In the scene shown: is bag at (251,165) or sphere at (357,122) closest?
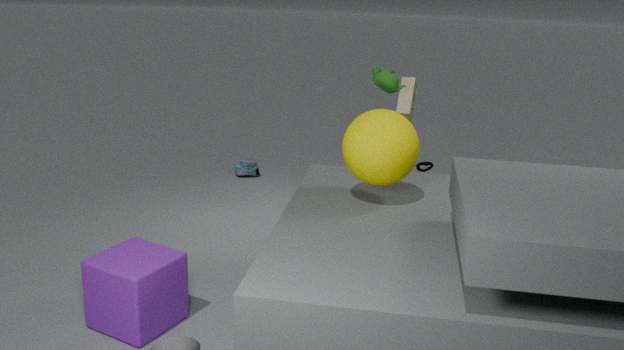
sphere at (357,122)
